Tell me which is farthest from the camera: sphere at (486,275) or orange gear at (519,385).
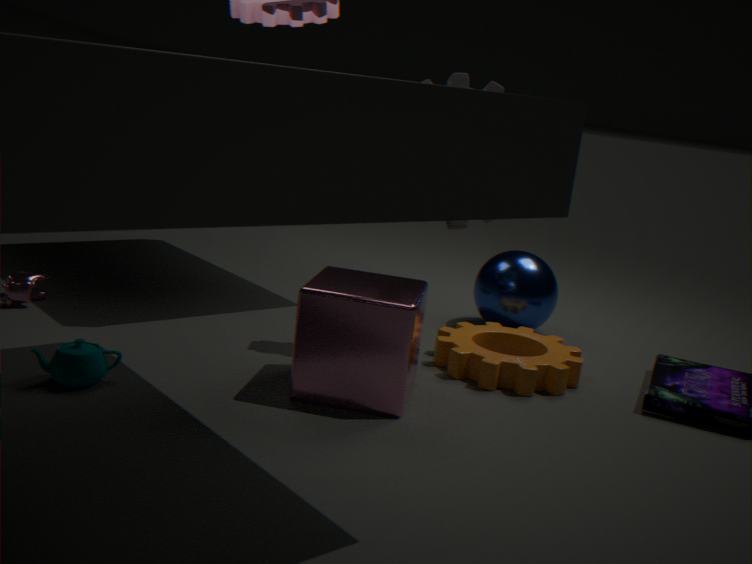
sphere at (486,275)
